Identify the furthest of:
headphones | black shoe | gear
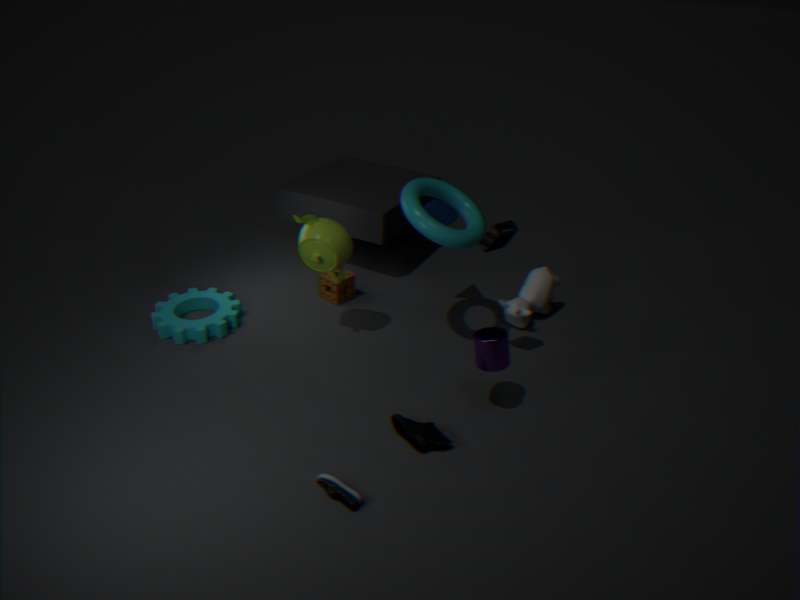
gear
